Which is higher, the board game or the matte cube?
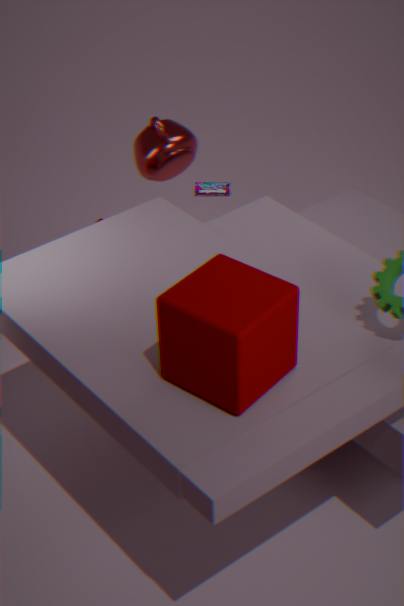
the matte cube
